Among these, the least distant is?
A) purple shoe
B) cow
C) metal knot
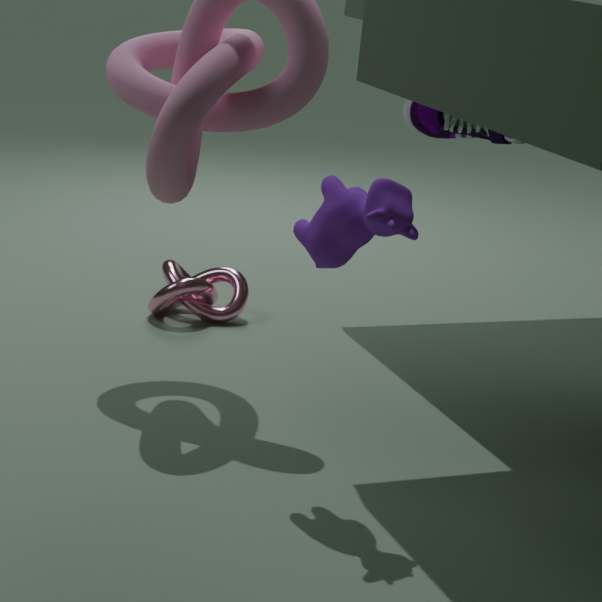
cow
